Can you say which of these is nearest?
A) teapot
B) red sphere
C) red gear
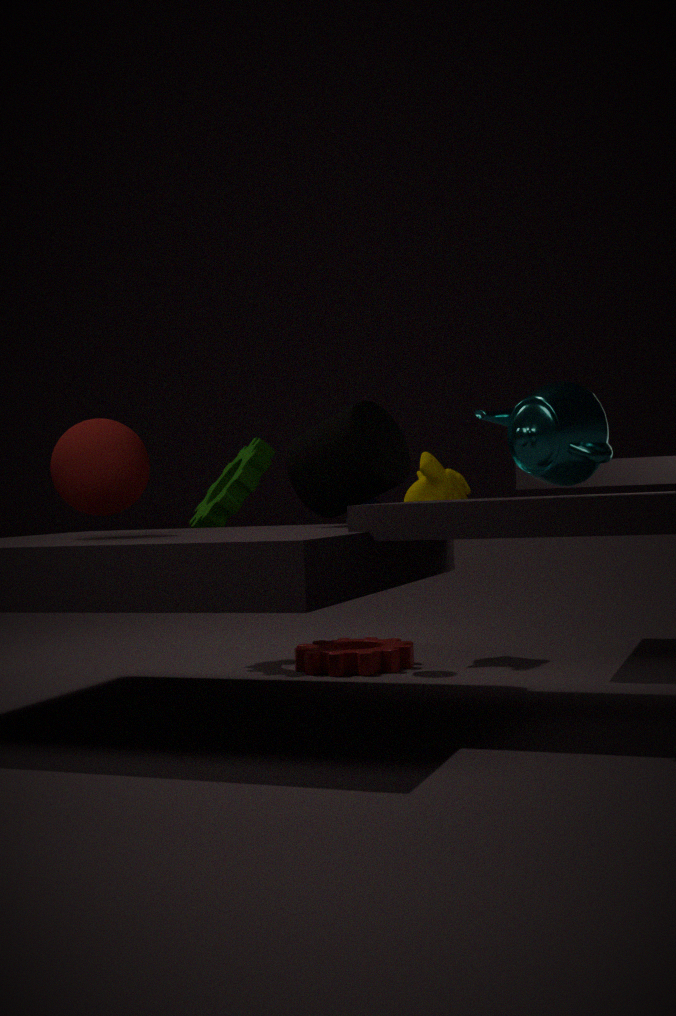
teapot
